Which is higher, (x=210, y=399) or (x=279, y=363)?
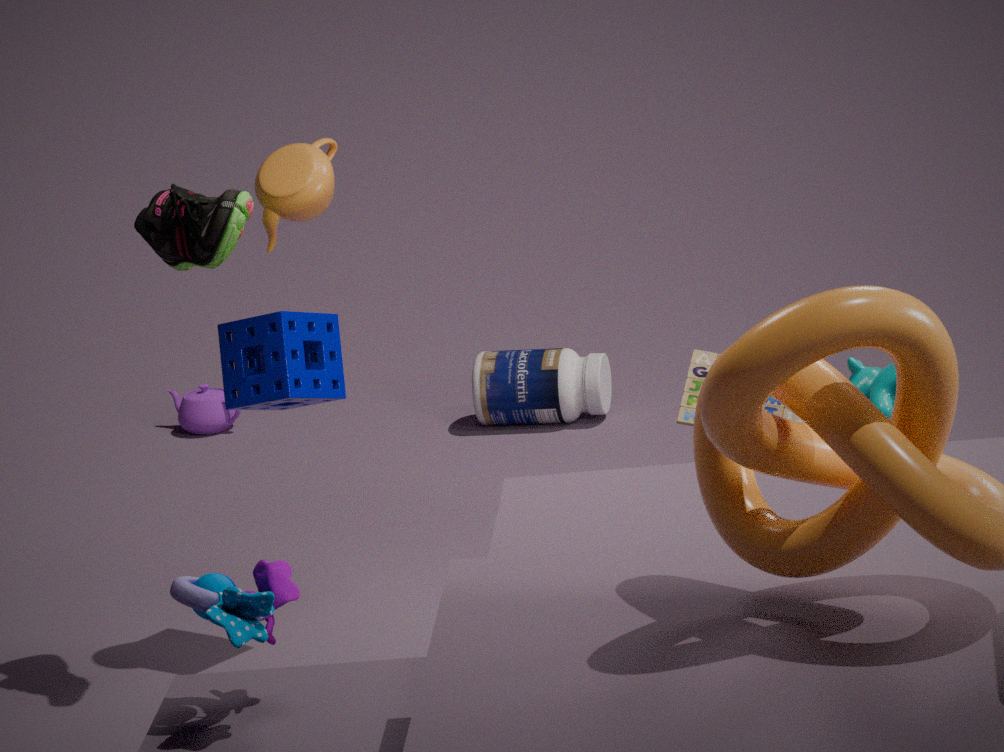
(x=279, y=363)
